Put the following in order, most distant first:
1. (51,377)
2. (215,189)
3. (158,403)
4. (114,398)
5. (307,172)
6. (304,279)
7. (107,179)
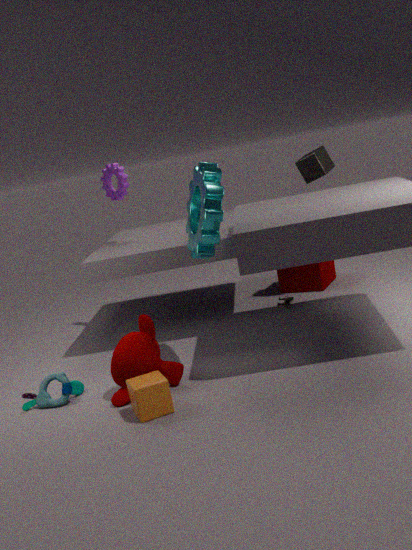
(304,279) < (107,179) < (307,172) < (51,377) < (114,398) < (215,189) < (158,403)
